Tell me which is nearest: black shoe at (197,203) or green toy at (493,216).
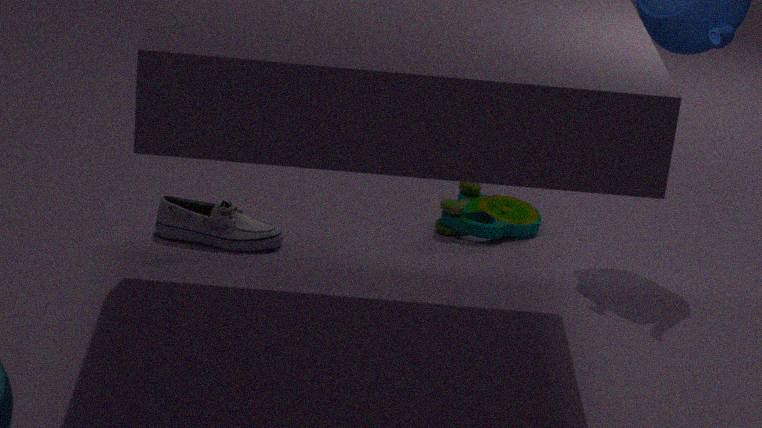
black shoe at (197,203)
